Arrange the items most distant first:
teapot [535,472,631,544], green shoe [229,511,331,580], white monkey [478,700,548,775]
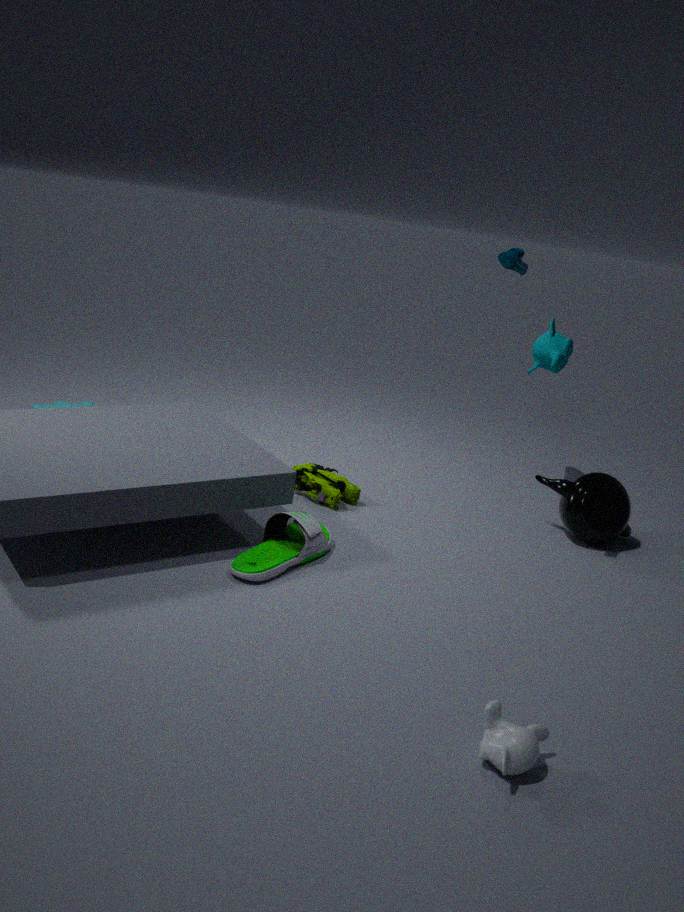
teapot [535,472,631,544] → green shoe [229,511,331,580] → white monkey [478,700,548,775]
